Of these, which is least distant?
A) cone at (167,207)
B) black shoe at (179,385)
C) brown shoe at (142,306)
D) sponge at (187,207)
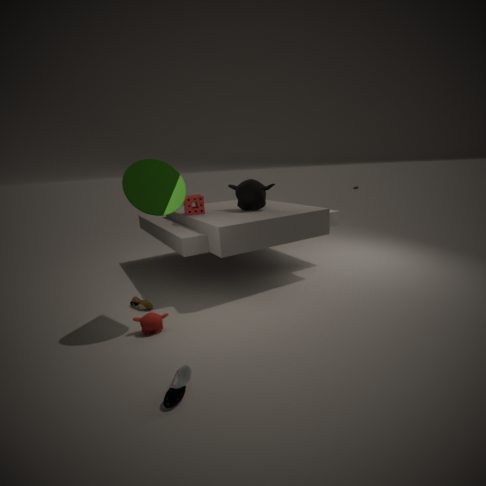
black shoe at (179,385)
